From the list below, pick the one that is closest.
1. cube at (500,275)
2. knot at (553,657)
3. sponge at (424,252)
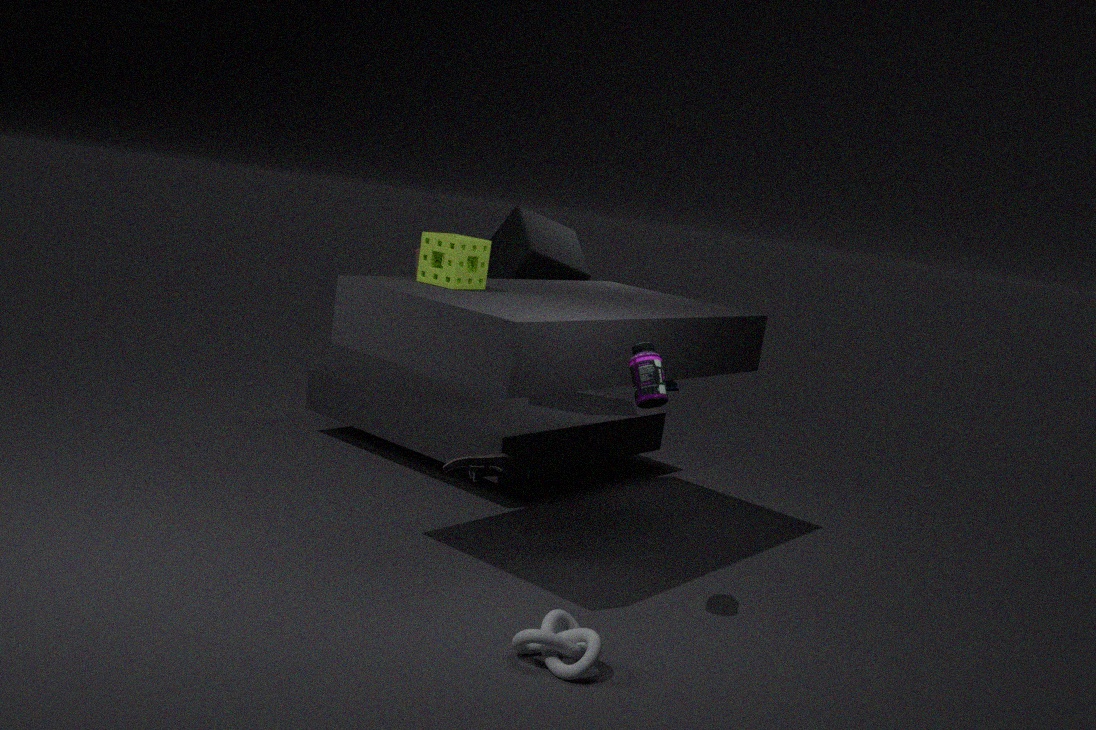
knot at (553,657)
